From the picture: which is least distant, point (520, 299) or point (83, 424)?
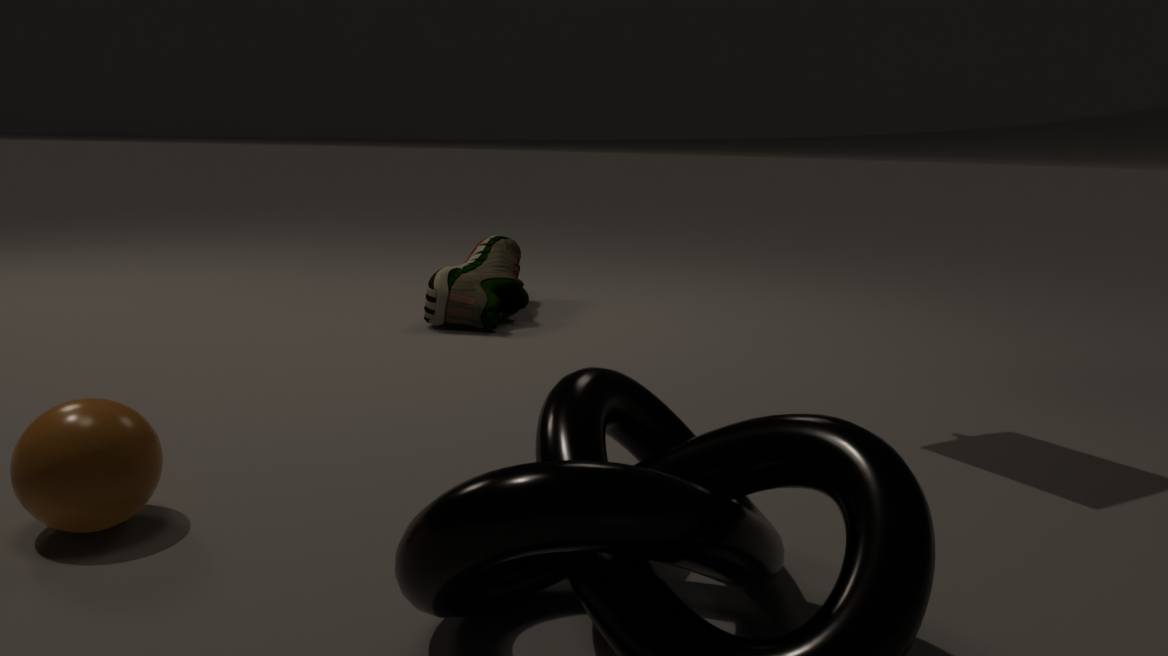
point (83, 424)
